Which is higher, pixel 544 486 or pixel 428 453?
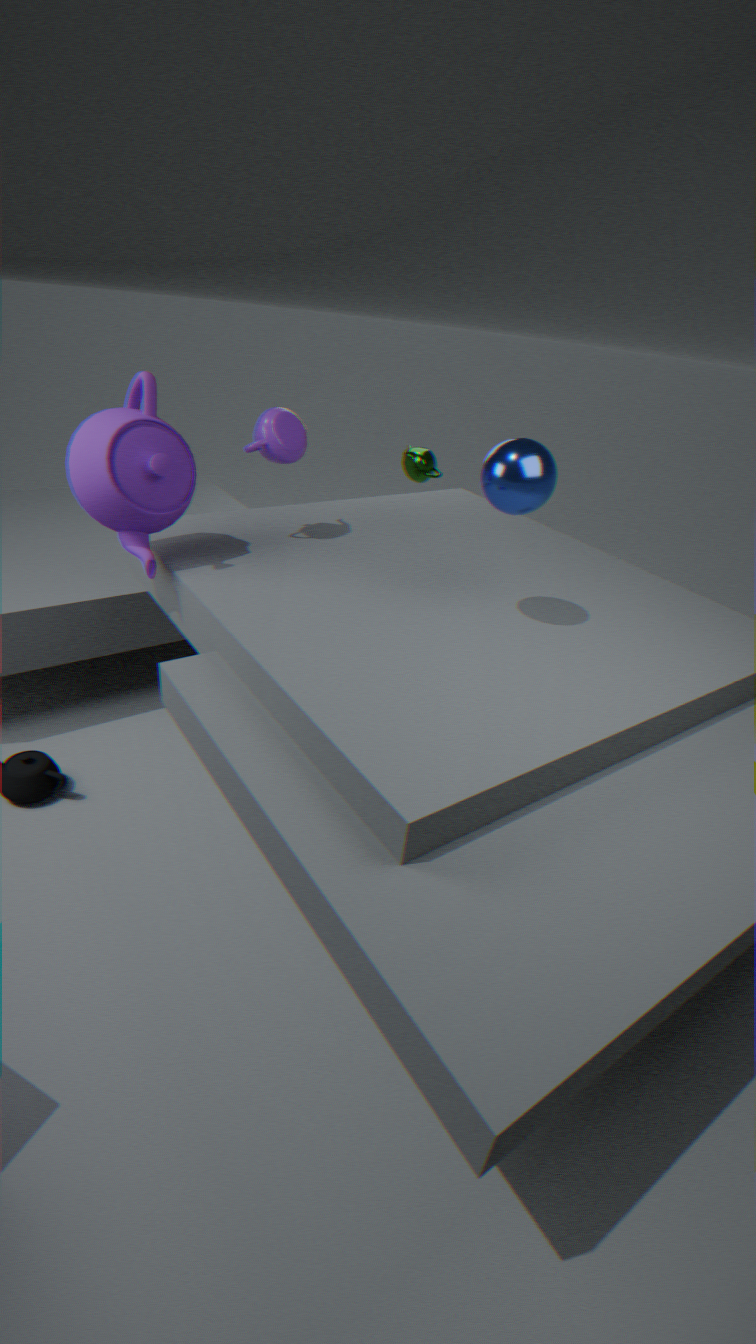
pixel 544 486
